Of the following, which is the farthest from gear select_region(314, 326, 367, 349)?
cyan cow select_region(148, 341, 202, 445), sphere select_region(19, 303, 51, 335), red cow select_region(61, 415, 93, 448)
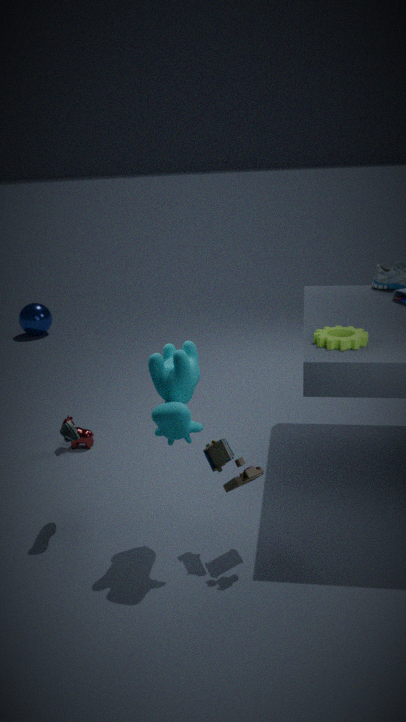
sphere select_region(19, 303, 51, 335)
